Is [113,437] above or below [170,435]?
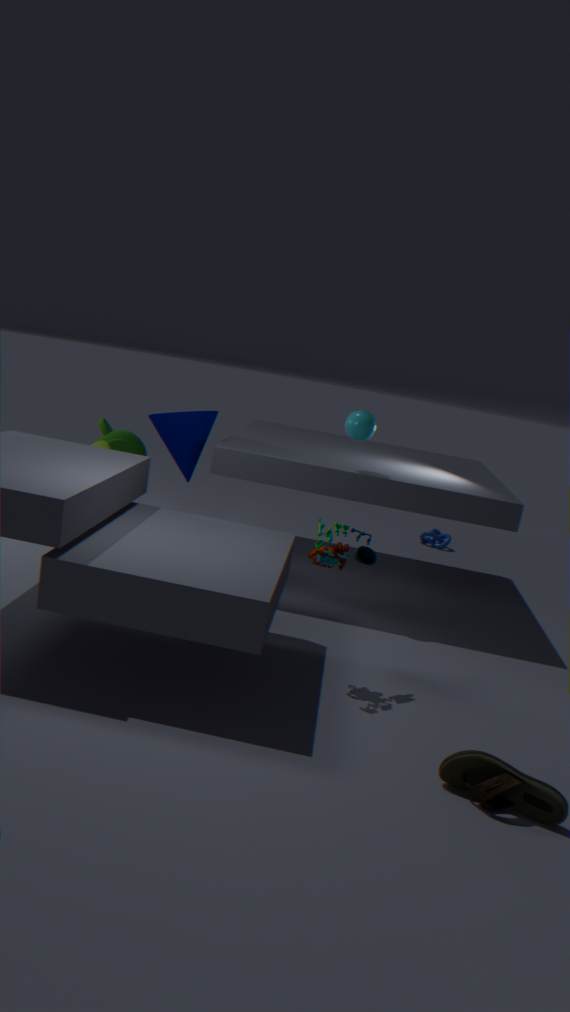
below
